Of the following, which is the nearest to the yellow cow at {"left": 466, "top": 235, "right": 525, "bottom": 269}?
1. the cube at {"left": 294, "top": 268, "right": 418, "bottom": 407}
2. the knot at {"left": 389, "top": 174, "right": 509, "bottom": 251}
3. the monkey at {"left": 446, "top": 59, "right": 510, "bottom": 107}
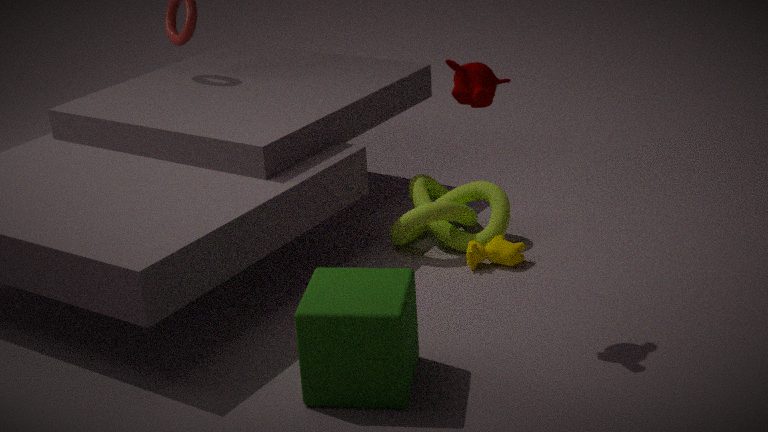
the knot at {"left": 389, "top": 174, "right": 509, "bottom": 251}
